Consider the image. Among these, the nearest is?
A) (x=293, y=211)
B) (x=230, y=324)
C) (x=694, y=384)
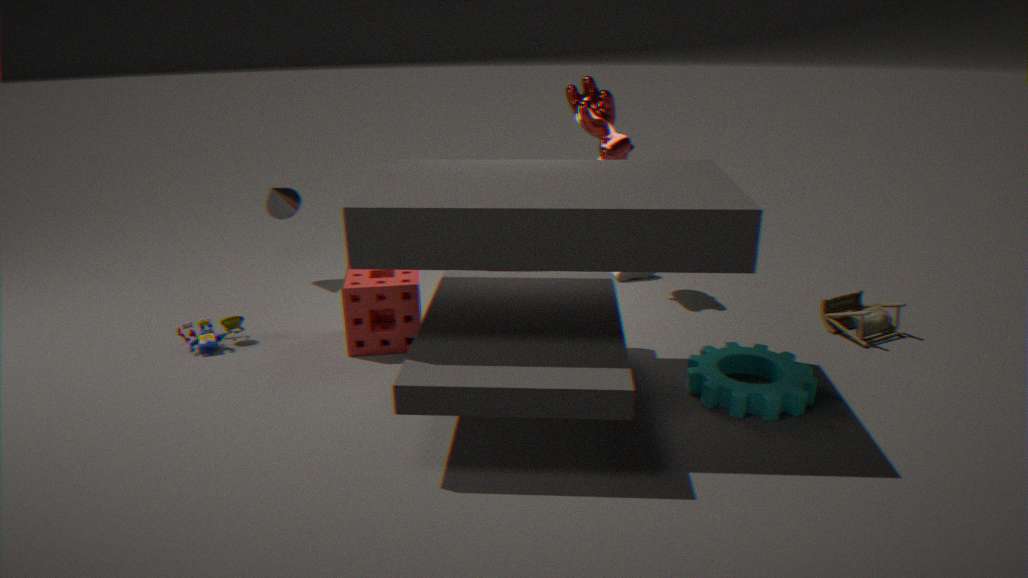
(x=694, y=384)
